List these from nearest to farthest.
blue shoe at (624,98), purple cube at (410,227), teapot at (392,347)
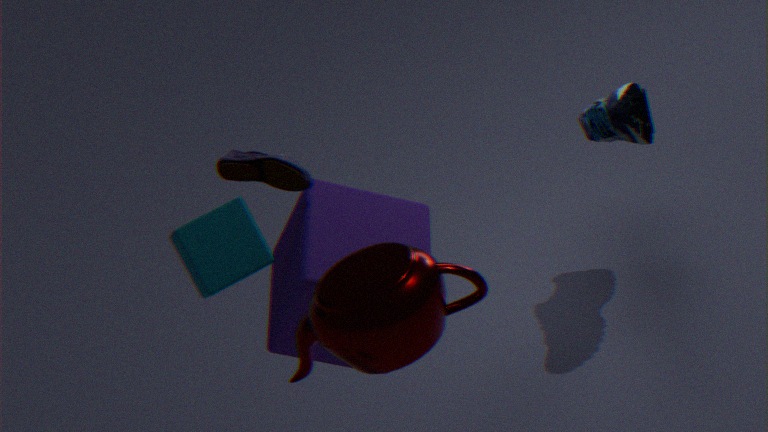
teapot at (392,347) < purple cube at (410,227) < blue shoe at (624,98)
